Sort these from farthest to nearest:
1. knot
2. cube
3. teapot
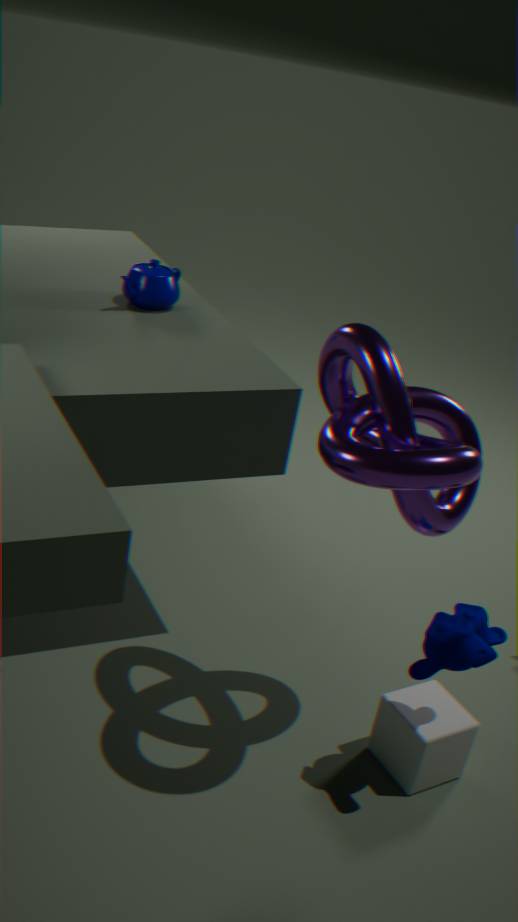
teapot
cube
knot
